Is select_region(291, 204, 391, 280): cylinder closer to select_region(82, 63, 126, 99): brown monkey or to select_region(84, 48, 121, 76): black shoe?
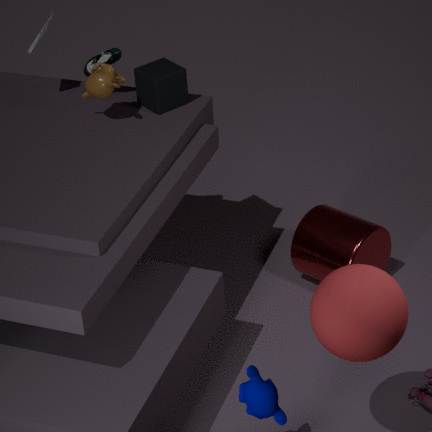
select_region(82, 63, 126, 99): brown monkey
